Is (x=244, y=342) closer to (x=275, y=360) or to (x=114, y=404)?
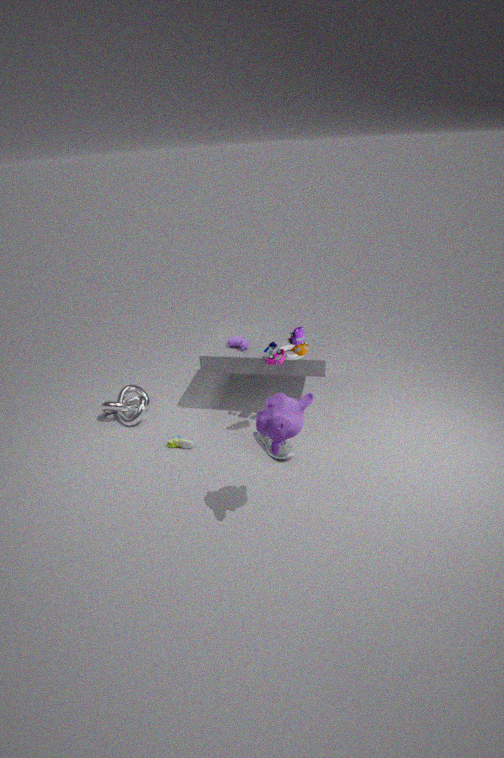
(x=275, y=360)
